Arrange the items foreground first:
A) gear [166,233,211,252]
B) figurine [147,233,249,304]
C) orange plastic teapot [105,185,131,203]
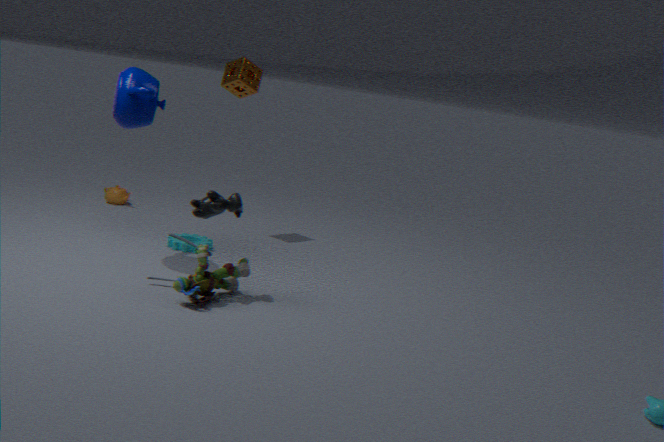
figurine [147,233,249,304] < gear [166,233,211,252] < orange plastic teapot [105,185,131,203]
